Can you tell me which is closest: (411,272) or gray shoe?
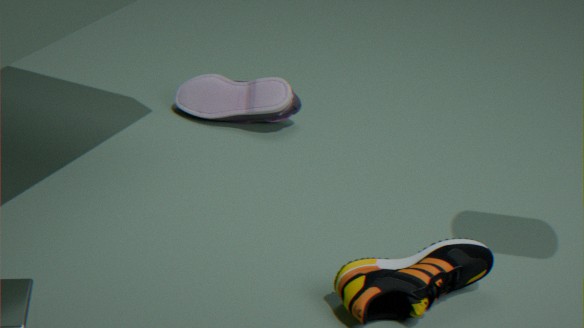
gray shoe
